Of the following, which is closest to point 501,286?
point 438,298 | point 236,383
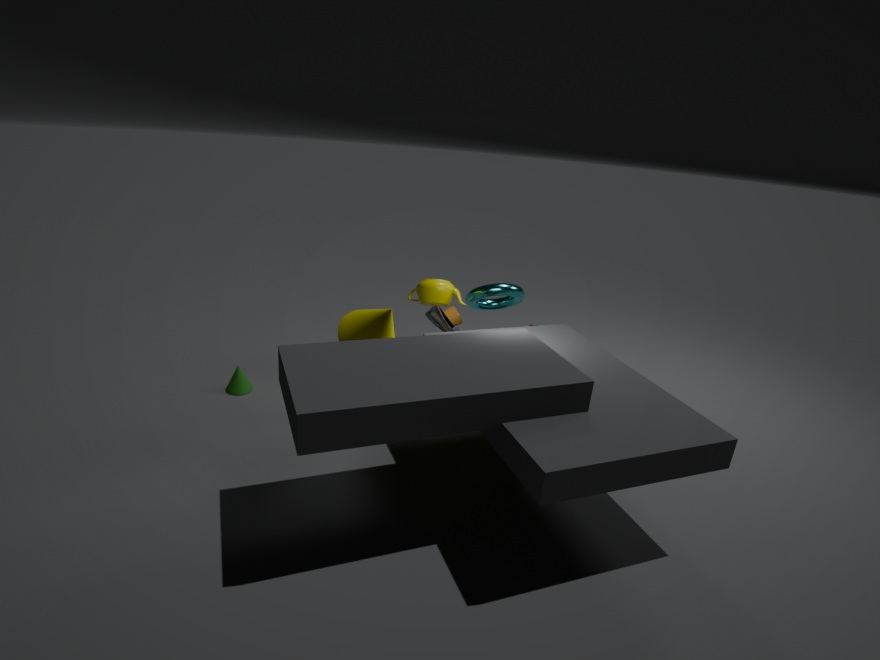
point 438,298
